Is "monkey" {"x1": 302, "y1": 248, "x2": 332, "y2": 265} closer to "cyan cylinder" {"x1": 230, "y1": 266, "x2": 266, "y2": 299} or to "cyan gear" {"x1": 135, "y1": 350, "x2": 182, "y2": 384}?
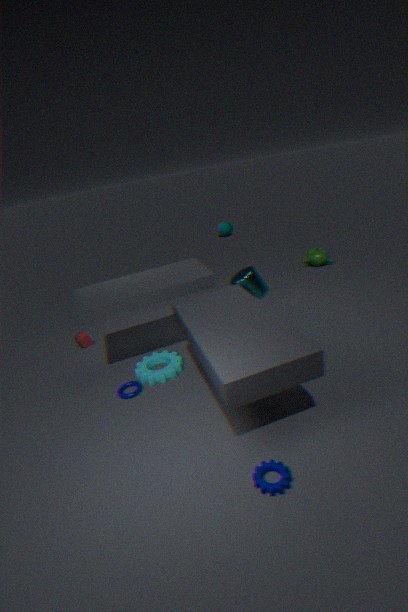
"cyan cylinder" {"x1": 230, "y1": 266, "x2": 266, "y2": 299}
